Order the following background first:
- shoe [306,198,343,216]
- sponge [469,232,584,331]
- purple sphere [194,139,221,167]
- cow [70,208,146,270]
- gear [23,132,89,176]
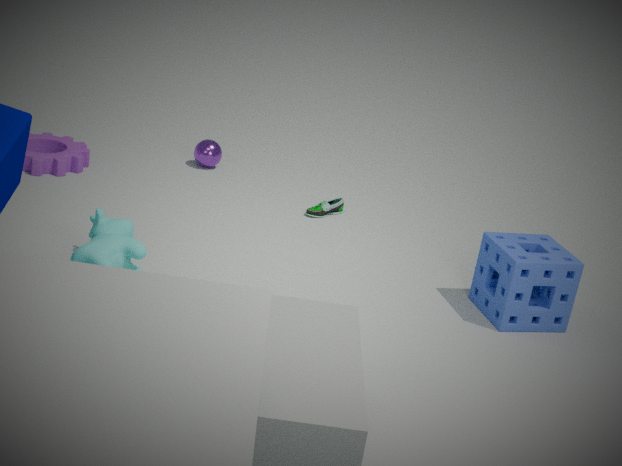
purple sphere [194,139,221,167] < shoe [306,198,343,216] < gear [23,132,89,176] < sponge [469,232,584,331] < cow [70,208,146,270]
